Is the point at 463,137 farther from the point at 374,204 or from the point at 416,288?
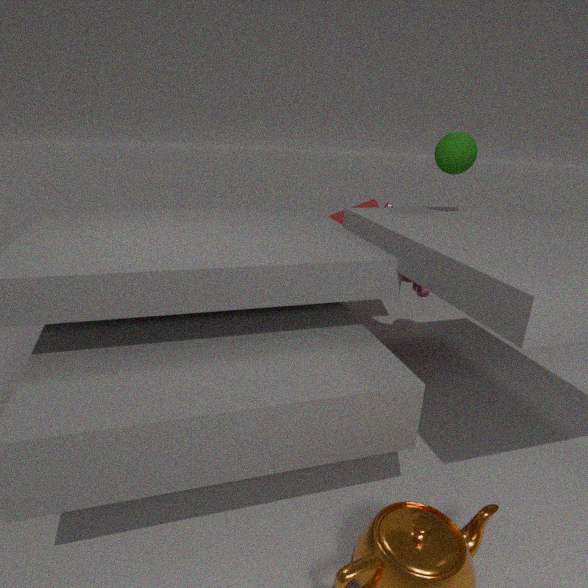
the point at 374,204
